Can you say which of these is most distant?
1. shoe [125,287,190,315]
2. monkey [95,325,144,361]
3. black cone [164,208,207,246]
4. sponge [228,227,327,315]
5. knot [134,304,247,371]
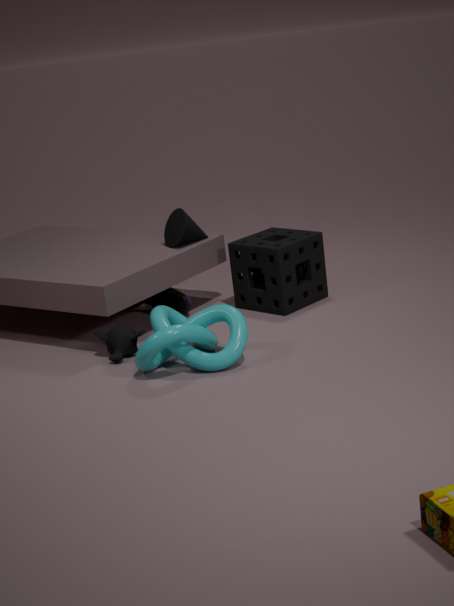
shoe [125,287,190,315]
